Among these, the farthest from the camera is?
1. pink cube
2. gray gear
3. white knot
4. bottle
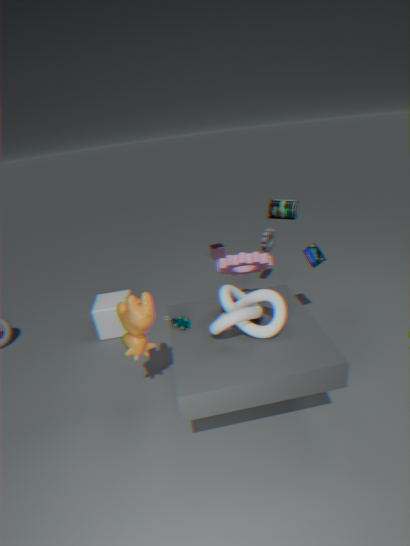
bottle
